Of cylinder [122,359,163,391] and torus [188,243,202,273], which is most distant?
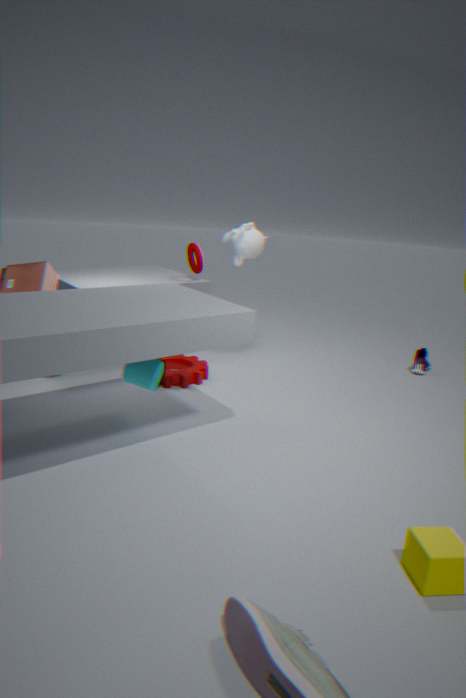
torus [188,243,202,273]
